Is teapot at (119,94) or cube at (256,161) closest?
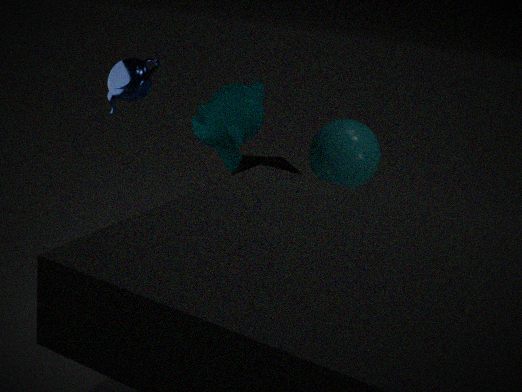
teapot at (119,94)
